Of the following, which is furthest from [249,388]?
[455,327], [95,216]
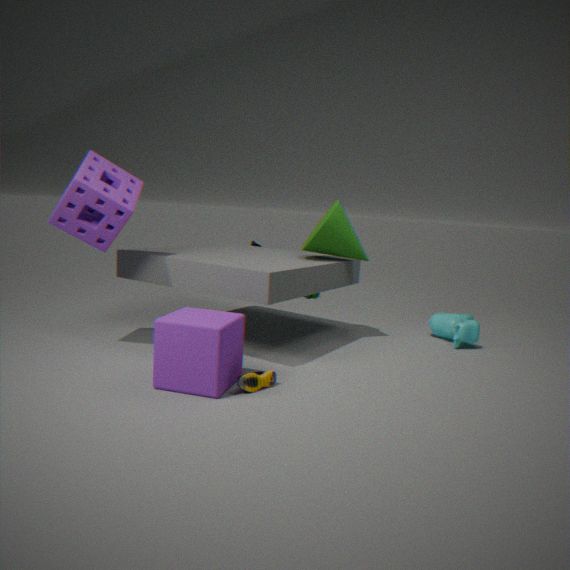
[455,327]
